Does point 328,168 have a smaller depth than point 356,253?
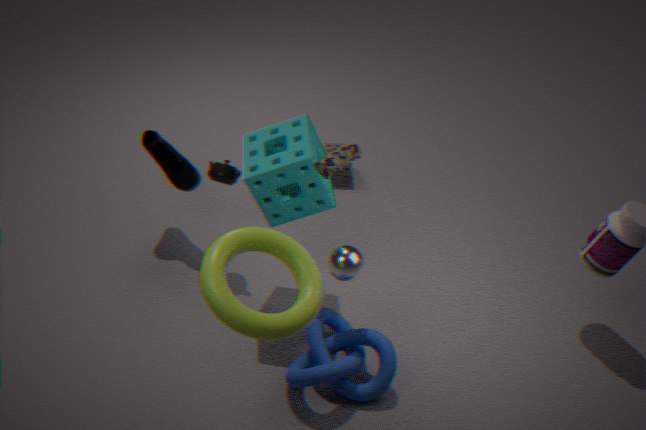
Yes
